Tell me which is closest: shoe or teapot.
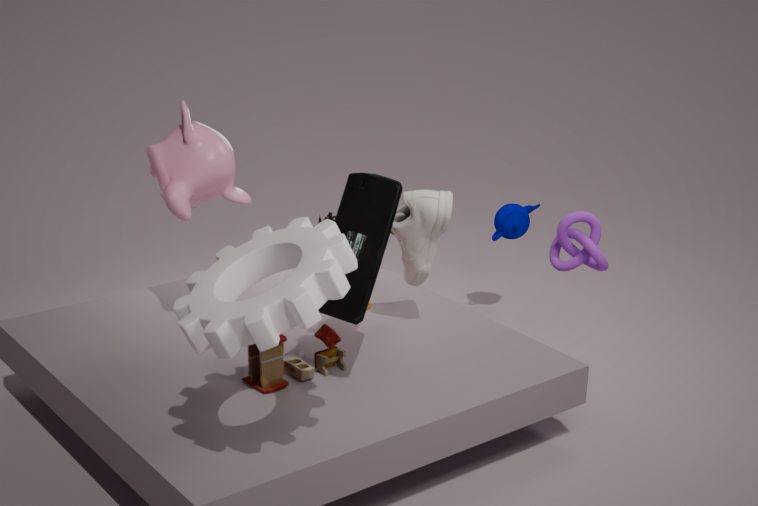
shoe
